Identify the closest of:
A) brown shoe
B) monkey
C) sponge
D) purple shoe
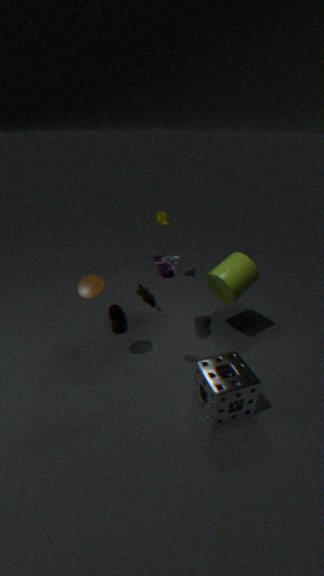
sponge
